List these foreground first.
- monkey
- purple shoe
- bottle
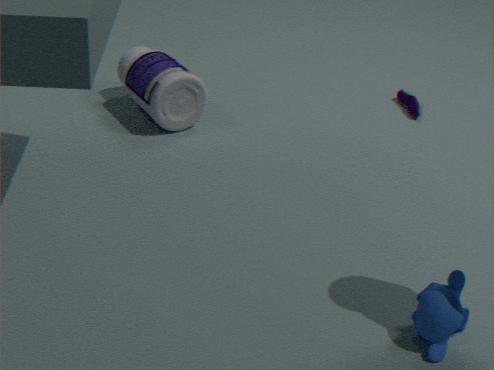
monkey, bottle, purple shoe
